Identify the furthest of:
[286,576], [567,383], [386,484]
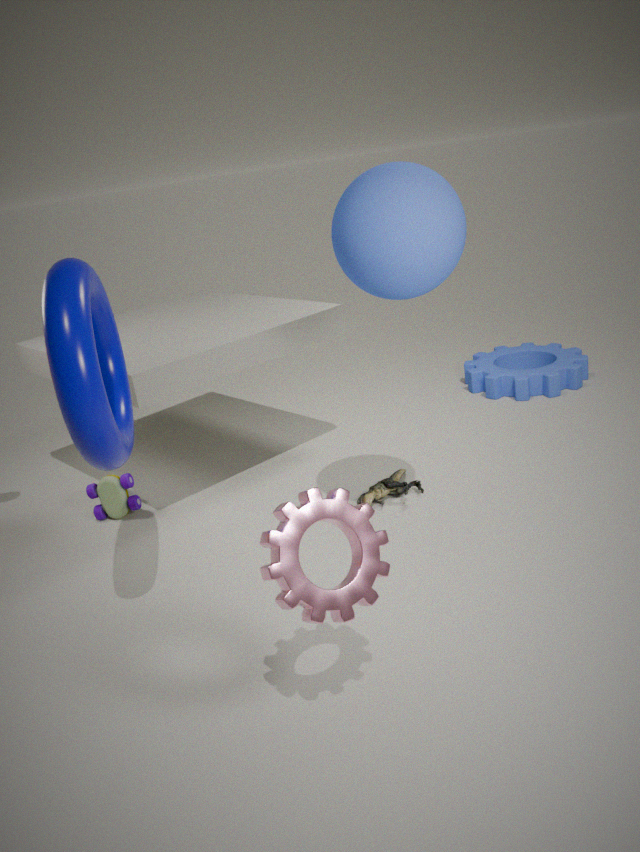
[567,383]
